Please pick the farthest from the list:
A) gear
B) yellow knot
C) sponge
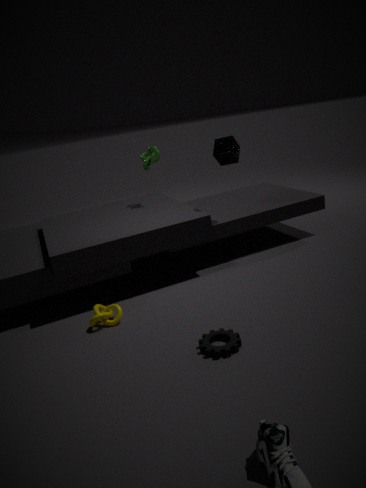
sponge
